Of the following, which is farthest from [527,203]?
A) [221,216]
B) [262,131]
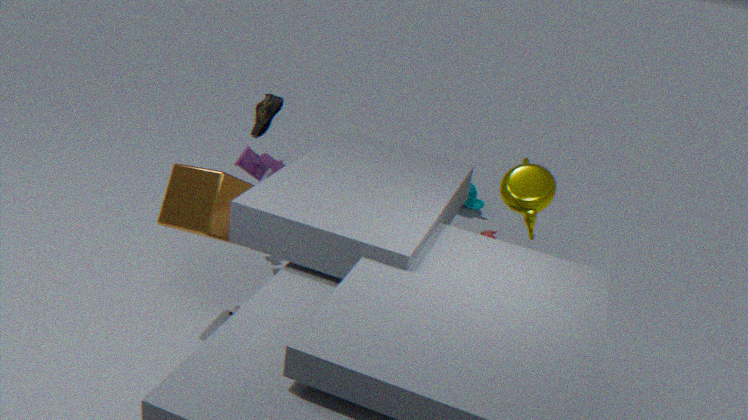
[221,216]
